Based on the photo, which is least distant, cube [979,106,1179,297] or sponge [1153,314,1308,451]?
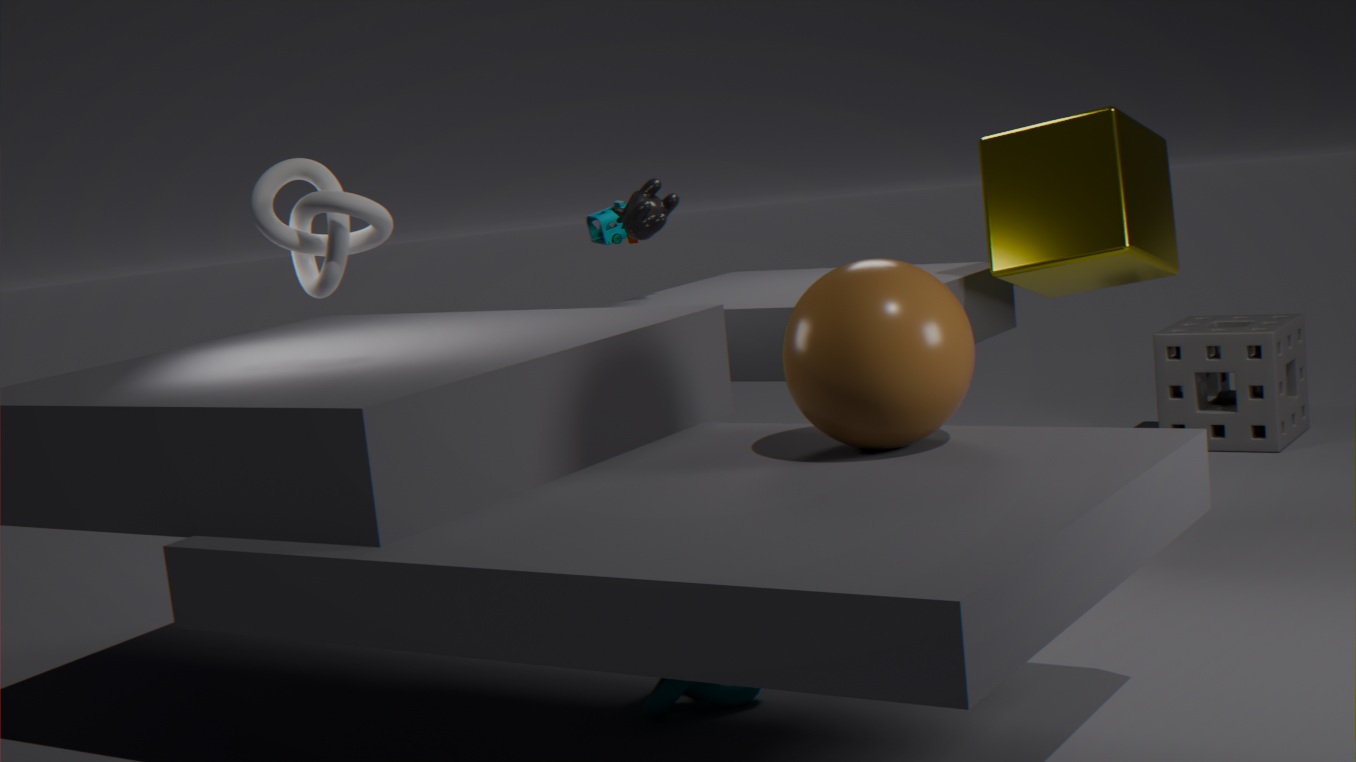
cube [979,106,1179,297]
